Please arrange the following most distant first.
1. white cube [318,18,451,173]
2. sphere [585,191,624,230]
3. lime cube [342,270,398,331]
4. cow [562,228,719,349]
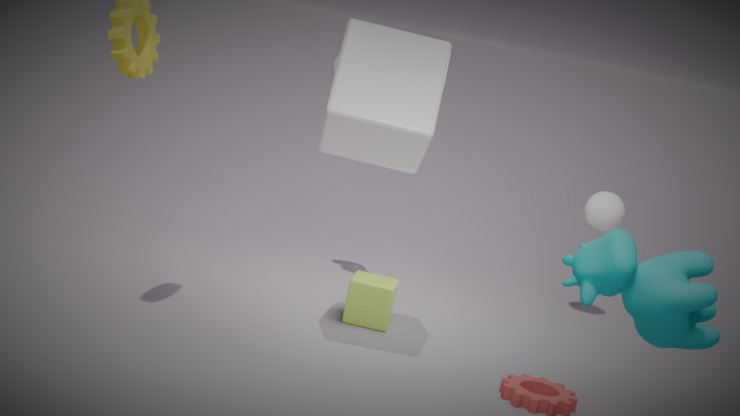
1. sphere [585,191,624,230]
2. lime cube [342,270,398,331]
3. white cube [318,18,451,173]
4. cow [562,228,719,349]
